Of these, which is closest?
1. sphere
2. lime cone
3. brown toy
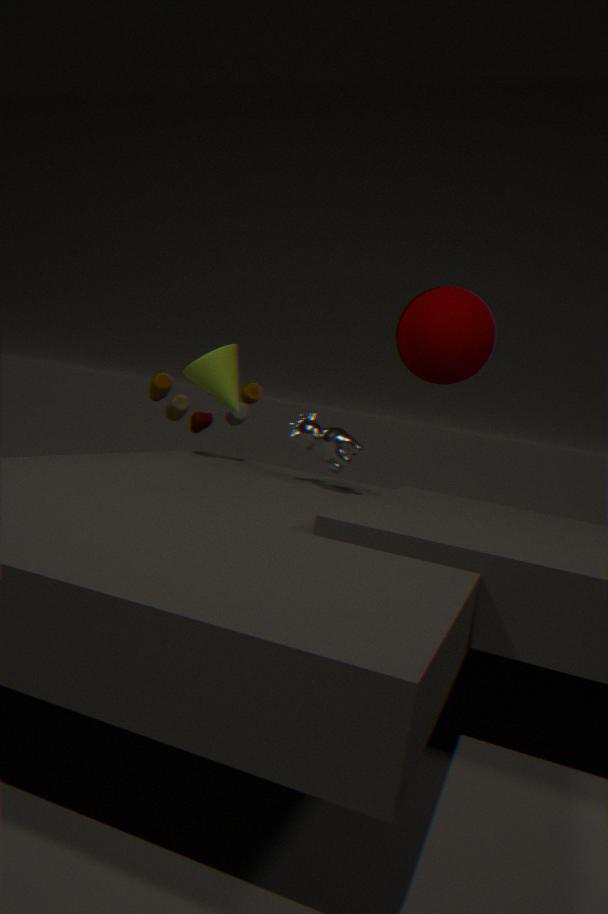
lime cone
